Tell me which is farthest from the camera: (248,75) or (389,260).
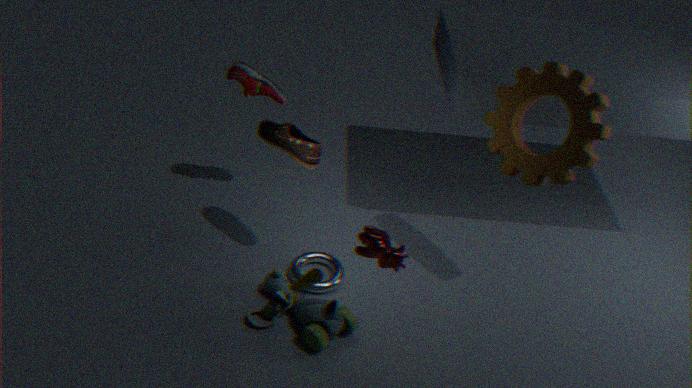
(248,75)
